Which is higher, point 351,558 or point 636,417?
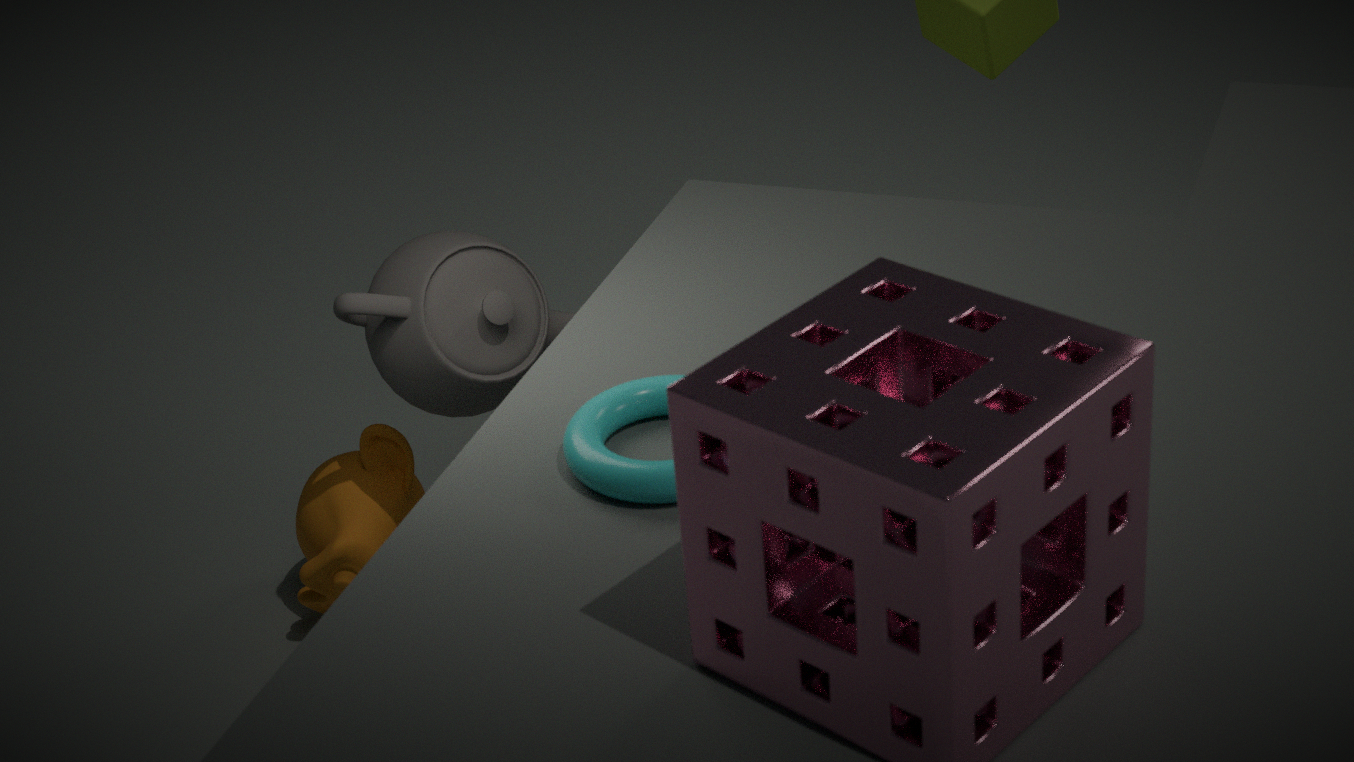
point 636,417
